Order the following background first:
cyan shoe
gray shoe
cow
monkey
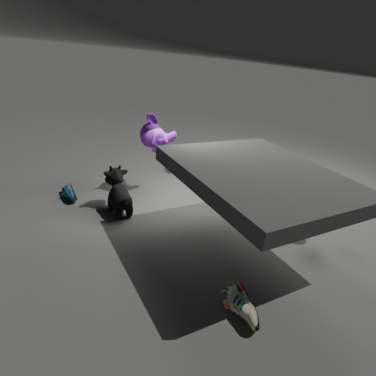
monkey < cyan shoe < cow < gray shoe
